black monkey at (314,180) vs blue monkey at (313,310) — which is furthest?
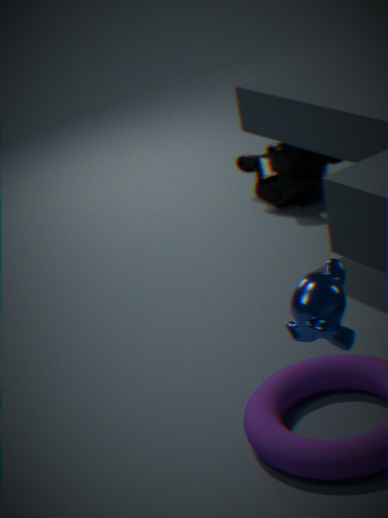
black monkey at (314,180)
